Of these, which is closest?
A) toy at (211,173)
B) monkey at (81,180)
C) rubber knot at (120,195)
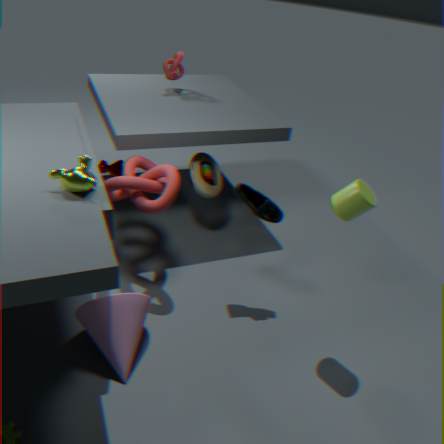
monkey at (81,180)
